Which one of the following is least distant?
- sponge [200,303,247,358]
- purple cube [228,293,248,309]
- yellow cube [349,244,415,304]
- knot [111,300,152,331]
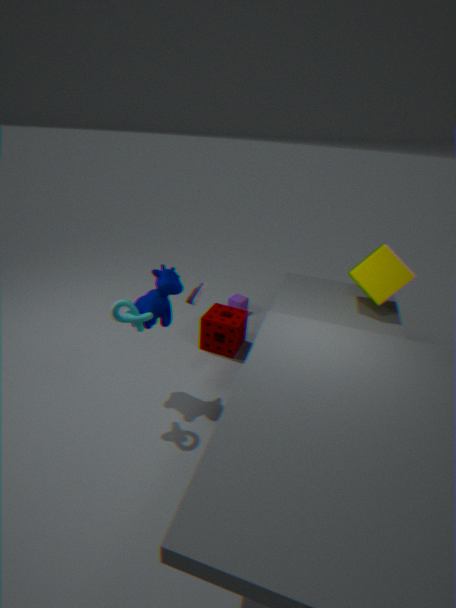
knot [111,300,152,331]
